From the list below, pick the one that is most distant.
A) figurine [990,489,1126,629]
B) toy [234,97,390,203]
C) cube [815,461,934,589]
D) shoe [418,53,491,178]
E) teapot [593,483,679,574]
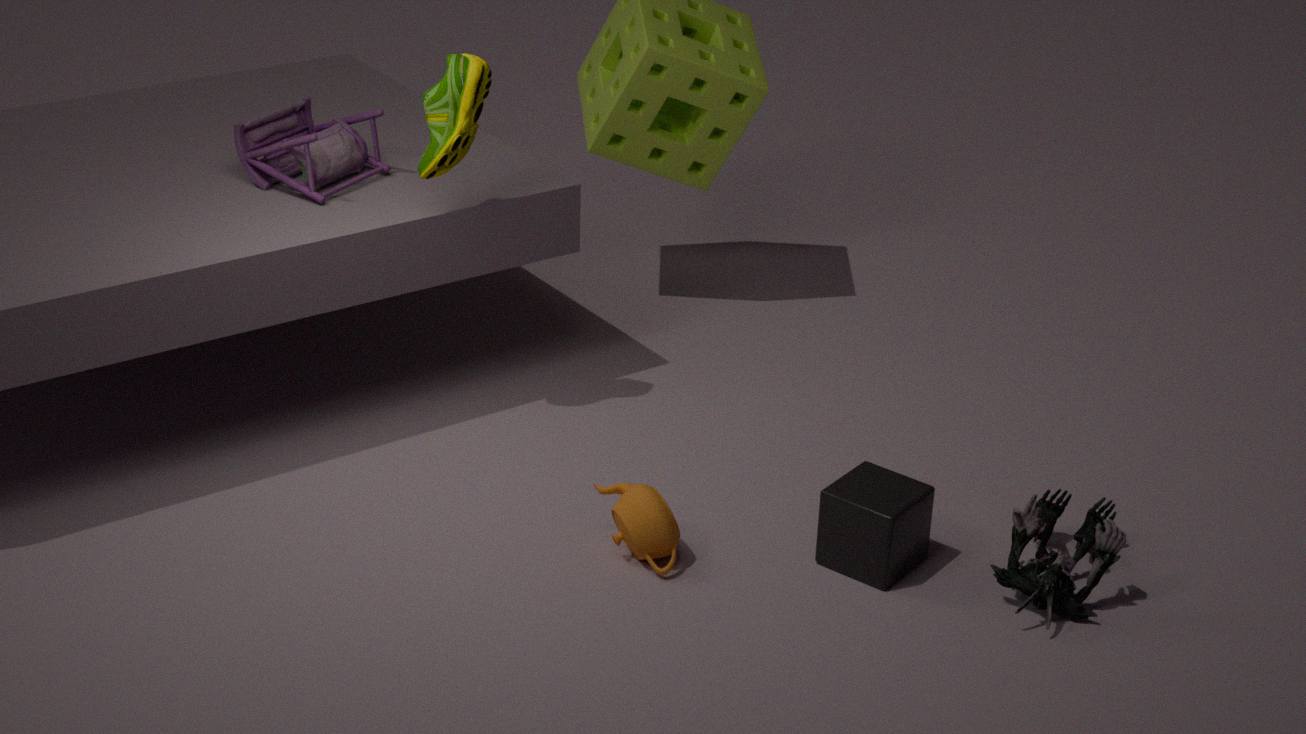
toy [234,97,390,203]
